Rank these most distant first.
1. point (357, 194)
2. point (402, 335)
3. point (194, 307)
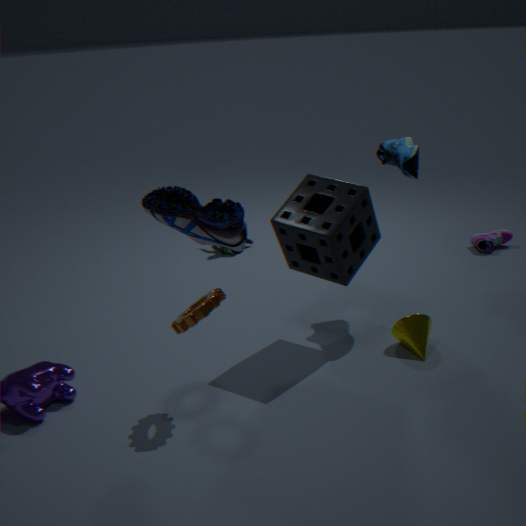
point (402, 335) < point (357, 194) < point (194, 307)
